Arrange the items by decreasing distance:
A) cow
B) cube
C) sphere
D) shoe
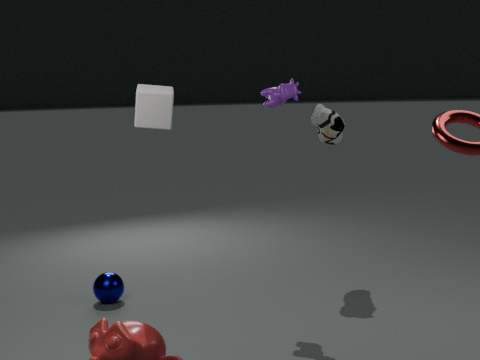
shoe
sphere
cow
cube
